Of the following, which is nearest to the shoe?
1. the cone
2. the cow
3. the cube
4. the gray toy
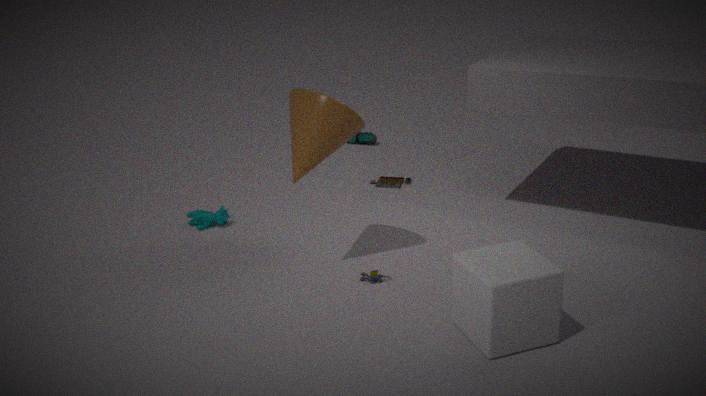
the cow
